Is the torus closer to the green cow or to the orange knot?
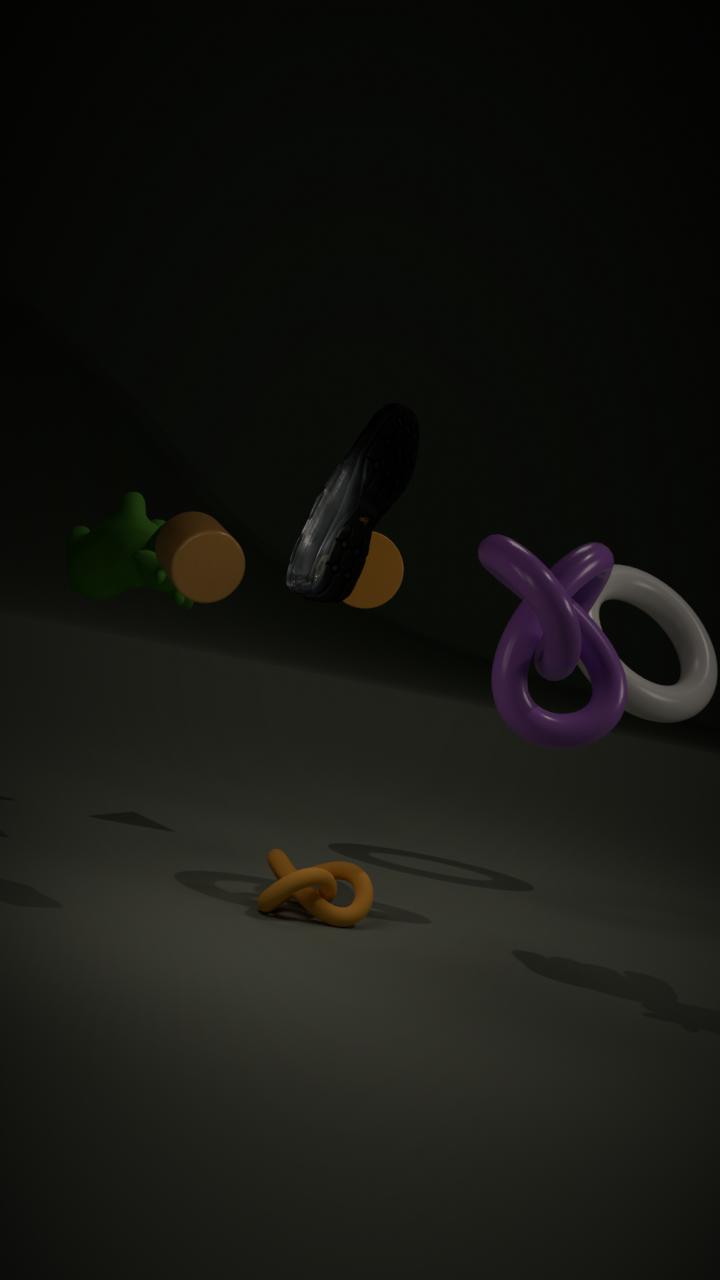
the green cow
